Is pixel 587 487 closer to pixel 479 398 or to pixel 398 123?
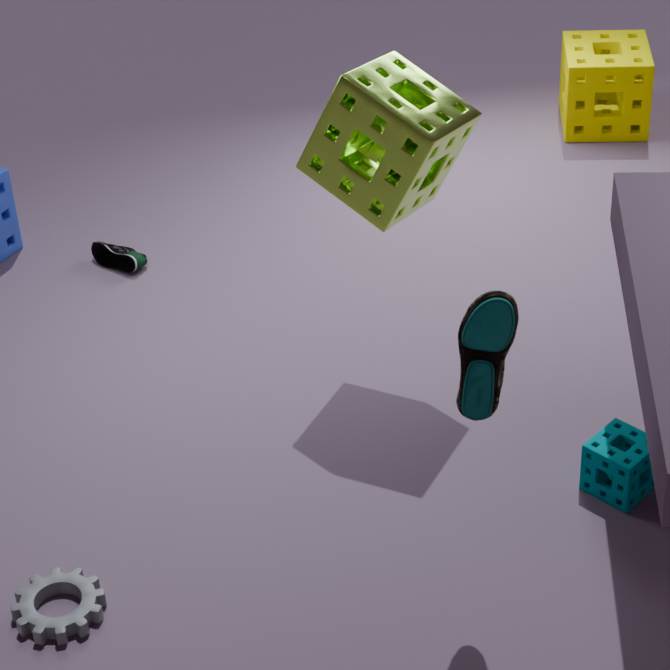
A: pixel 479 398
